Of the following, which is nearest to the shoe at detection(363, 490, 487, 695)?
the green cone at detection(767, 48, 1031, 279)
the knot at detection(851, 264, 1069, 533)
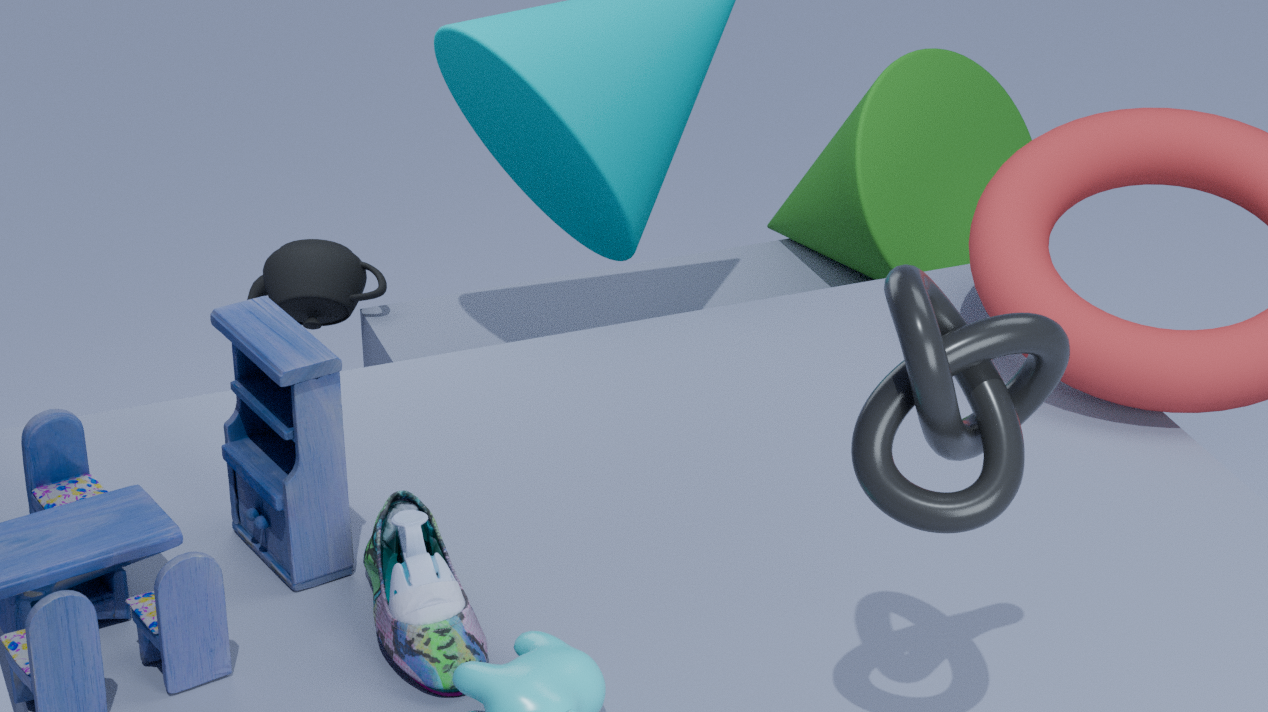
the knot at detection(851, 264, 1069, 533)
